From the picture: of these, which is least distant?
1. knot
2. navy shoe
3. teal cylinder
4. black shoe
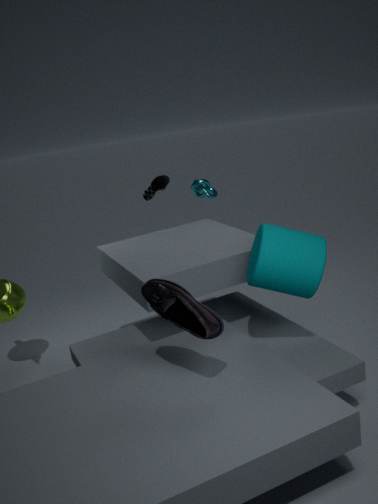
navy shoe
